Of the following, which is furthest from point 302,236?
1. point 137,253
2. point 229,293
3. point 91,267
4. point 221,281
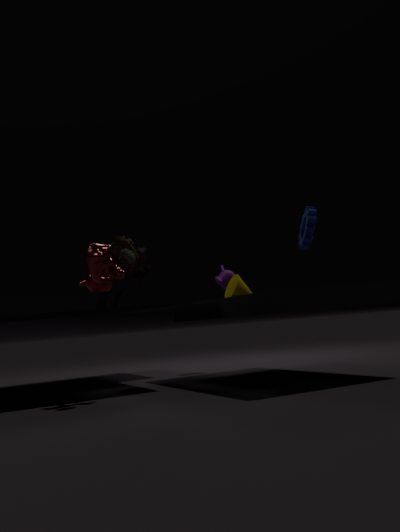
point 91,267
